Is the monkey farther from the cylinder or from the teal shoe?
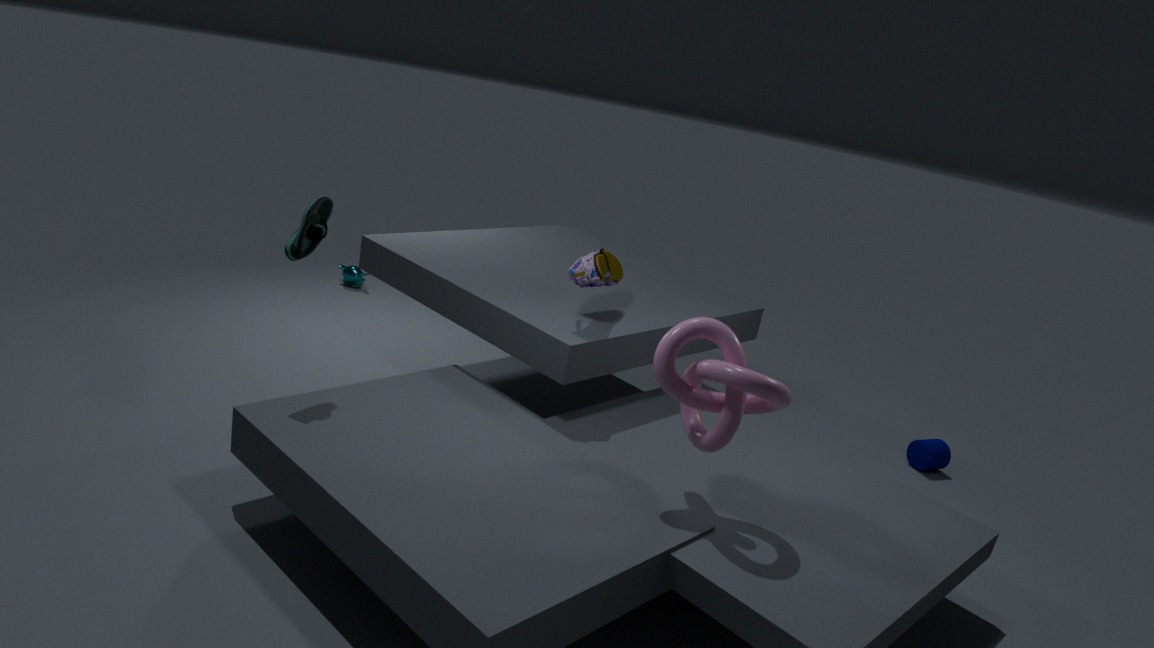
the cylinder
